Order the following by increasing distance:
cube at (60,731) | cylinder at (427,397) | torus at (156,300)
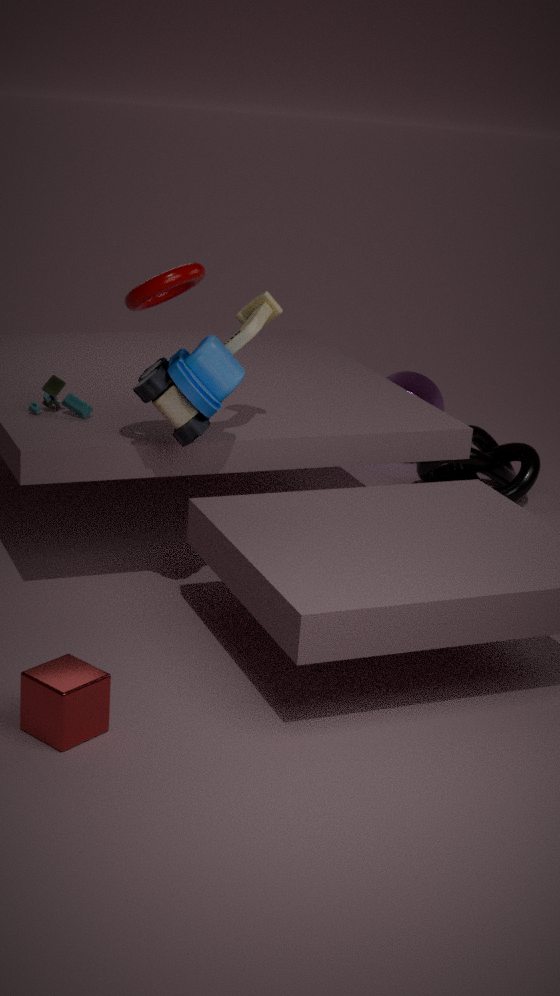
1. cube at (60,731)
2. torus at (156,300)
3. cylinder at (427,397)
